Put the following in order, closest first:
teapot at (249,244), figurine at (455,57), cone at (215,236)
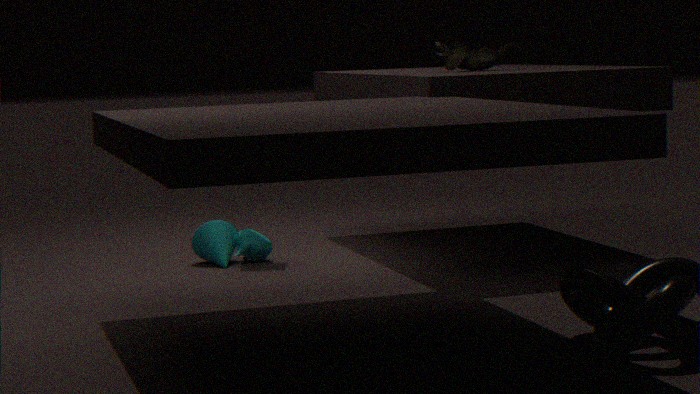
figurine at (455,57) < cone at (215,236) < teapot at (249,244)
